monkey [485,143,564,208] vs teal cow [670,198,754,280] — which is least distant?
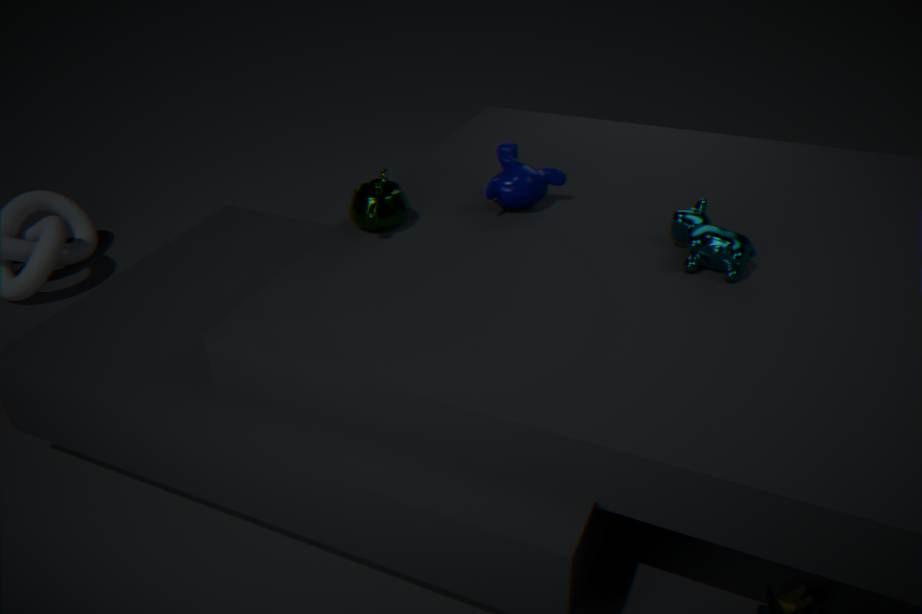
teal cow [670,198,754,280]
